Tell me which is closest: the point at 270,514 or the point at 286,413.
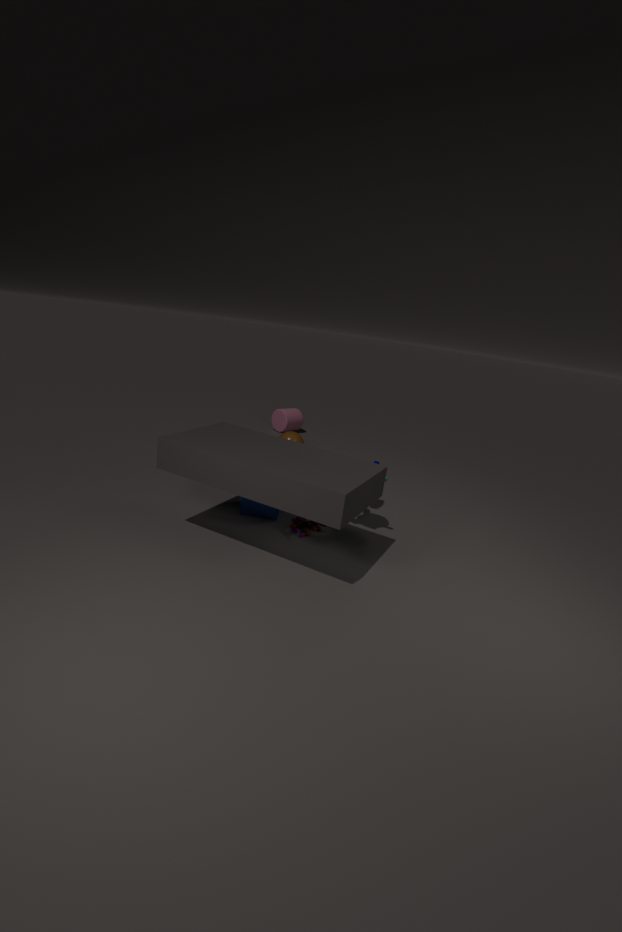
the point at 270,514
